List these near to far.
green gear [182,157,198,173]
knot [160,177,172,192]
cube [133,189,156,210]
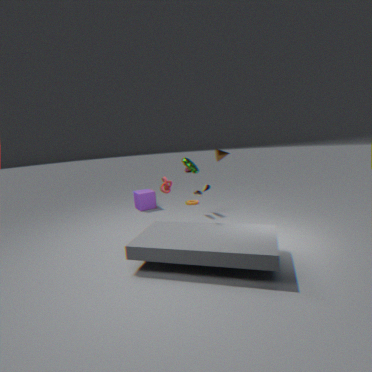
green gear [182,157,198,173], knot [160,177,172,192], cube [133,189,156,210]
